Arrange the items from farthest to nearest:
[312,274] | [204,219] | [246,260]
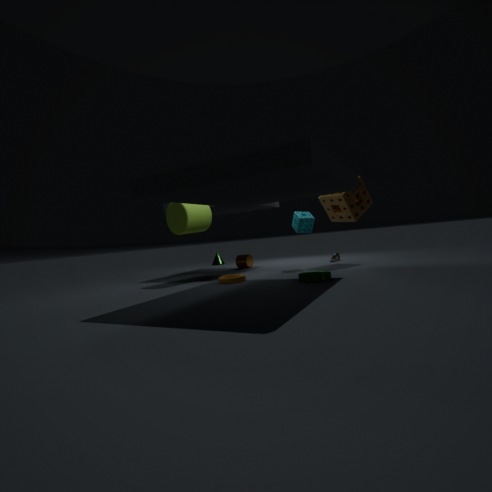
1. [246,260]
2. [204,219]
3. [312,274]
